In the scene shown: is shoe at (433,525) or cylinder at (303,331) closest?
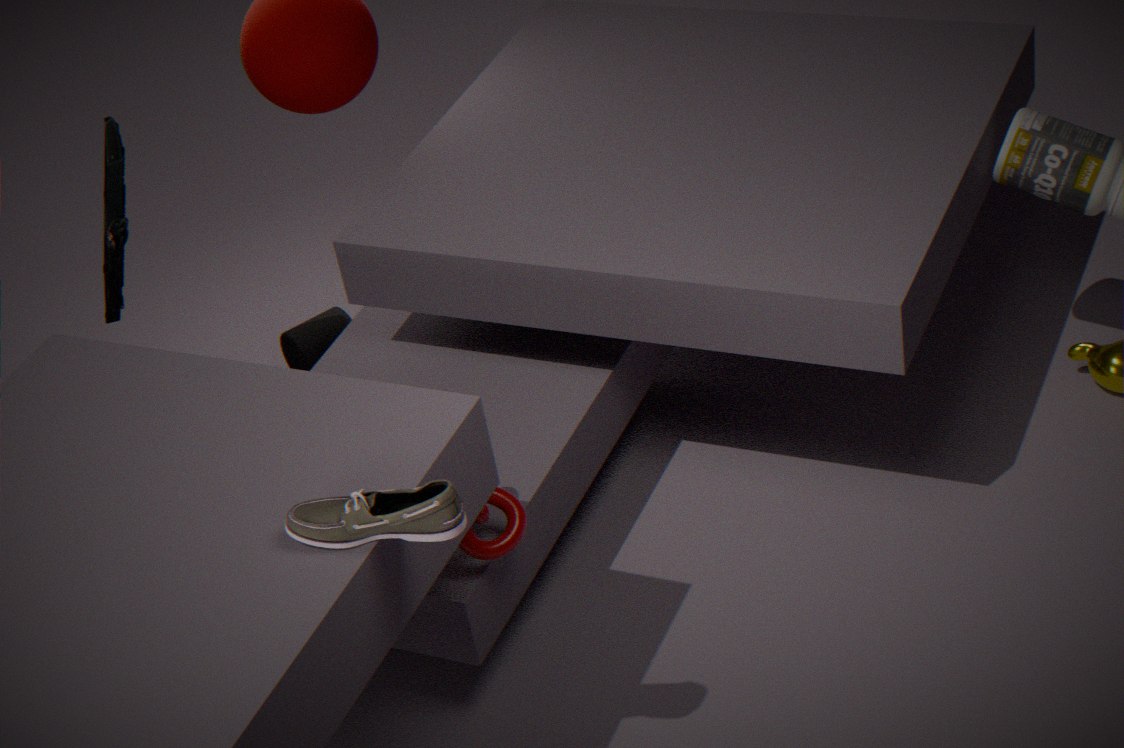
shoe at (433,525)
